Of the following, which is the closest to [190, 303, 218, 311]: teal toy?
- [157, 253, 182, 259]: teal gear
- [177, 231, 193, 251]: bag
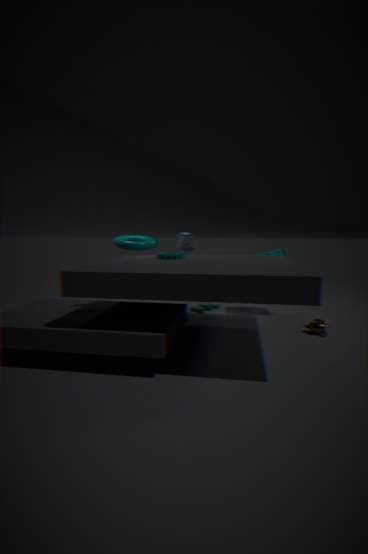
[177, 231, 193, 251]: bag
